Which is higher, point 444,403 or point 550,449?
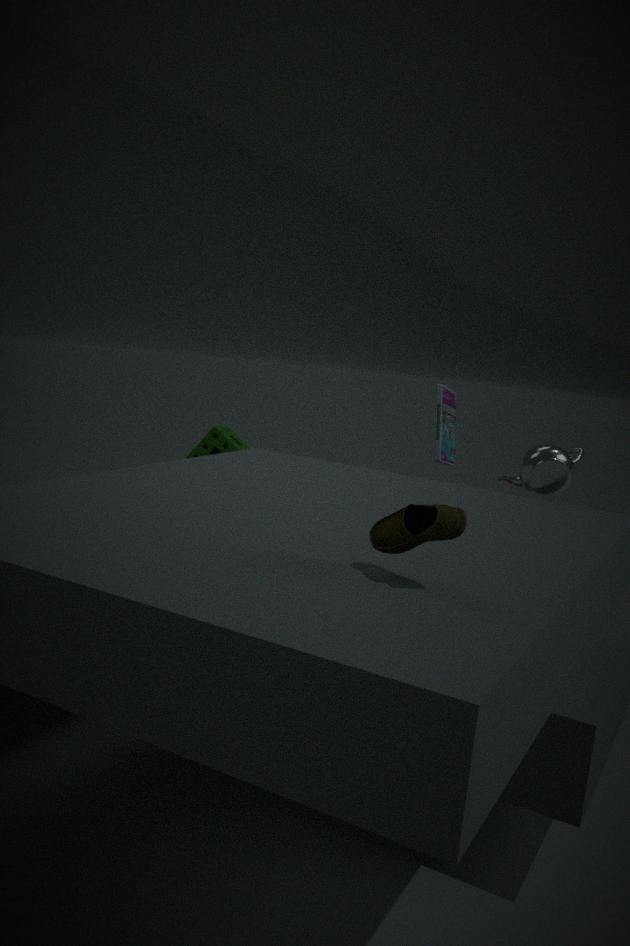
point 444,403
